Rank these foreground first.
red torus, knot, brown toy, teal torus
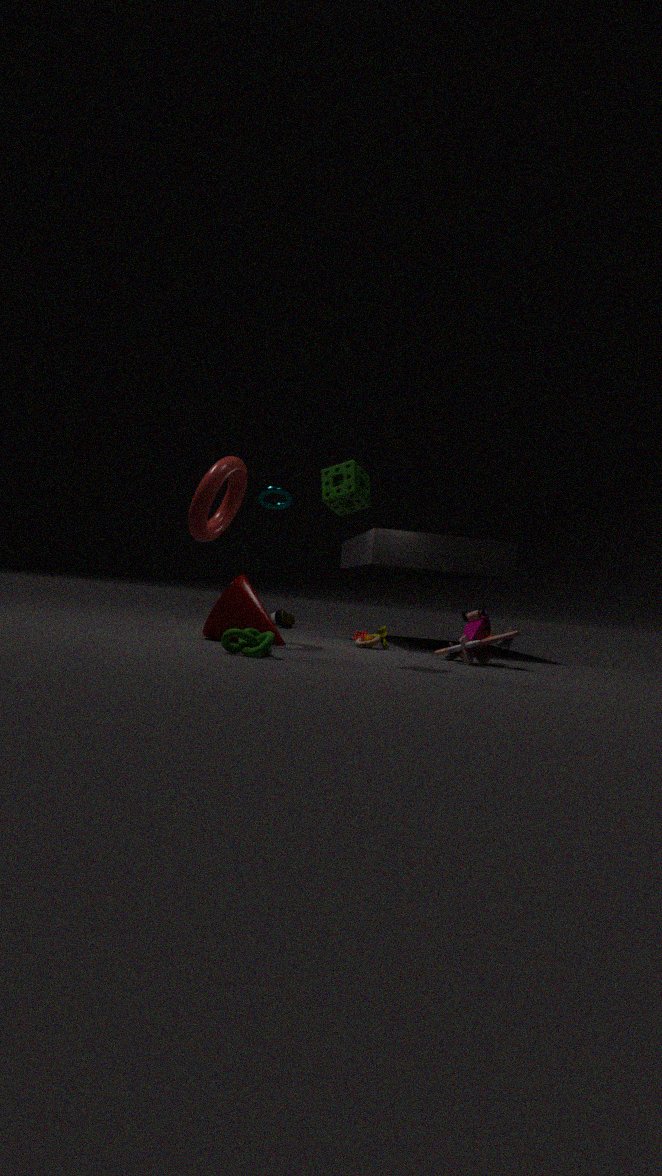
knot < red torus < brown toy < teal torus
